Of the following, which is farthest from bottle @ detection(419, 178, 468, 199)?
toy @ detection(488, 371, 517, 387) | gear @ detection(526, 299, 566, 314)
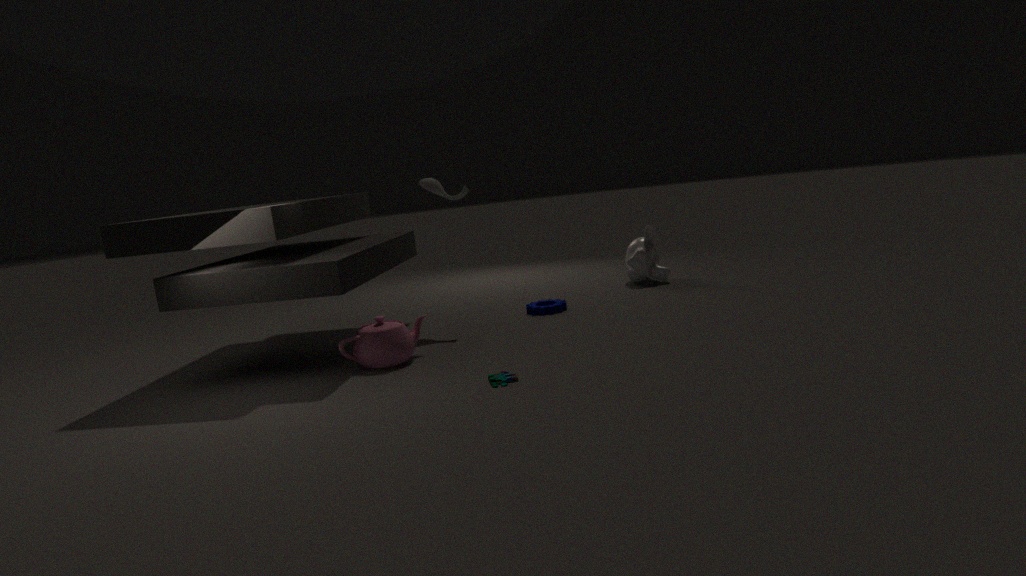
toy @ detection(488, 371, 517, 387)
